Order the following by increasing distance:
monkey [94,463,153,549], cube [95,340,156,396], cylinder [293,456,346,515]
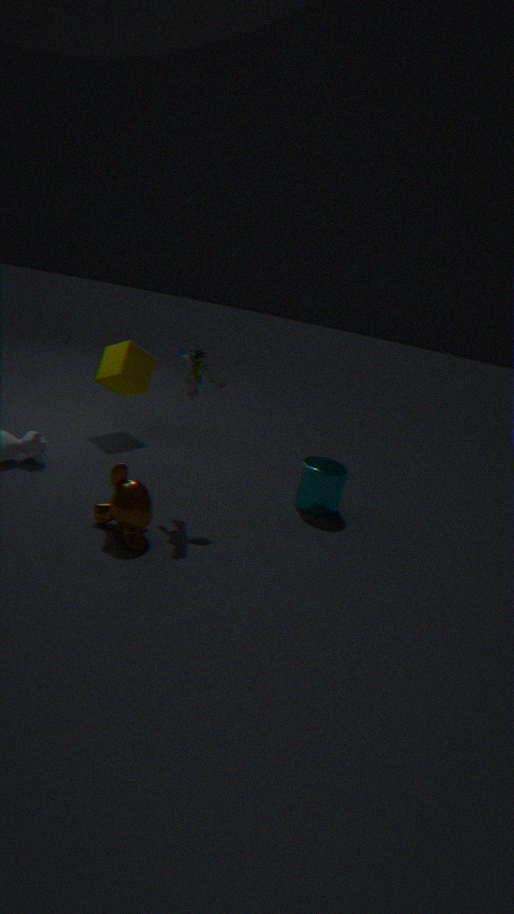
monkey [94,463,153,549]
cylinder [293,456,346,515]
cube [95,340,156,396]
